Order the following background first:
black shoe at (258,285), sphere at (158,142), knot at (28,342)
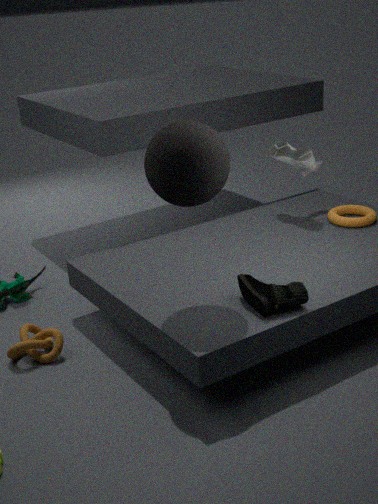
knot at (28,342) < black shoe at (258,285) < sphere at (158,142)
